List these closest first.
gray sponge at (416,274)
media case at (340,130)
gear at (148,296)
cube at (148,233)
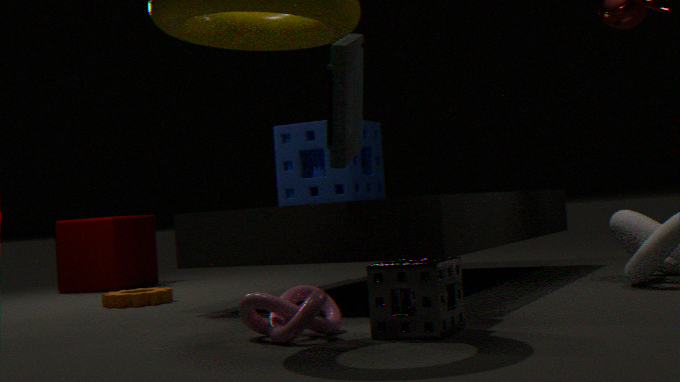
gray sponge at (416,274), media case at (340,130), gear at (148,296), cube at (148,233)
